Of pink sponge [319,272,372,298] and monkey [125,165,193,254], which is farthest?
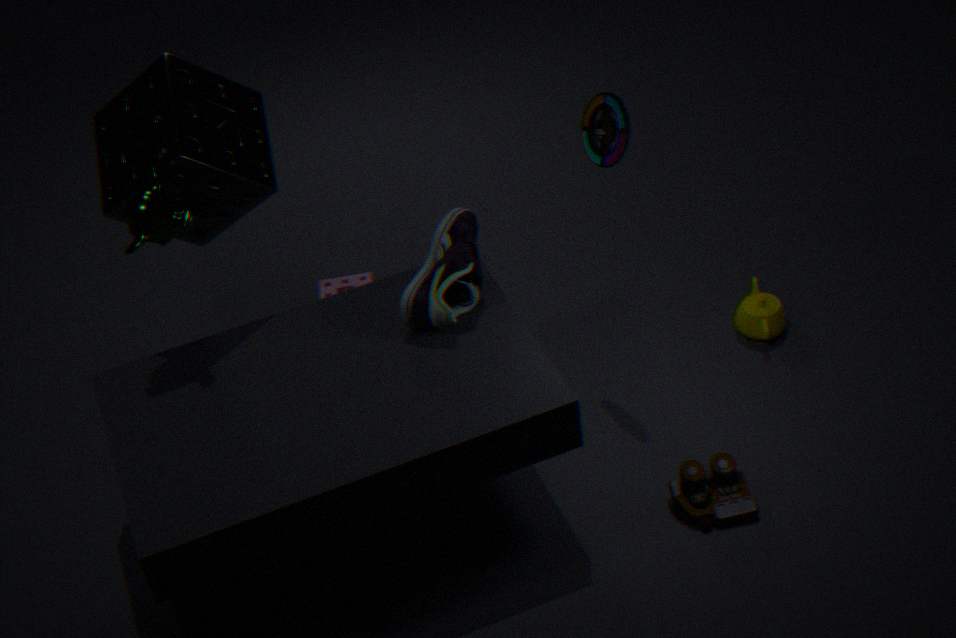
pink sponge [319,272,372,298]
